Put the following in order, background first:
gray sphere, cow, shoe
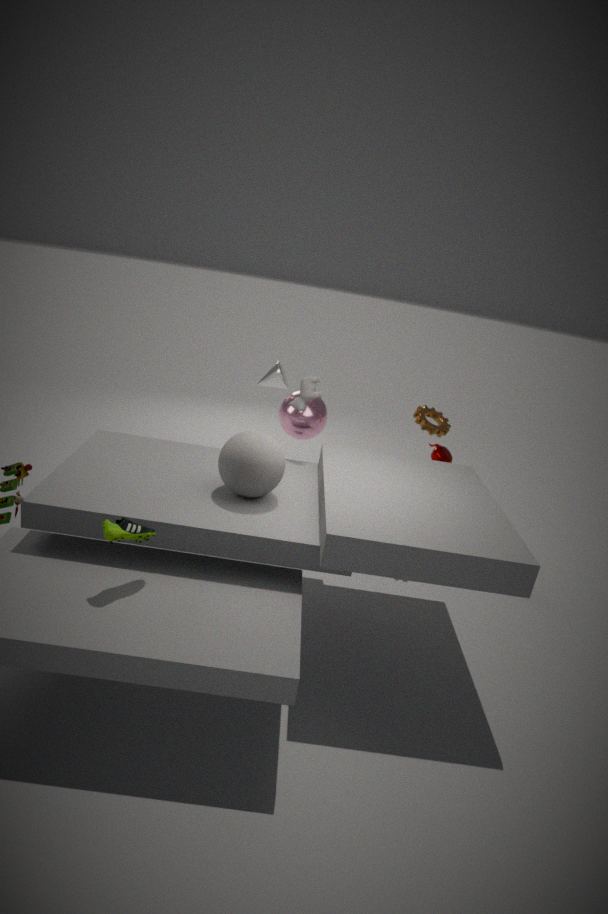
cow < gray sphere < shoe
